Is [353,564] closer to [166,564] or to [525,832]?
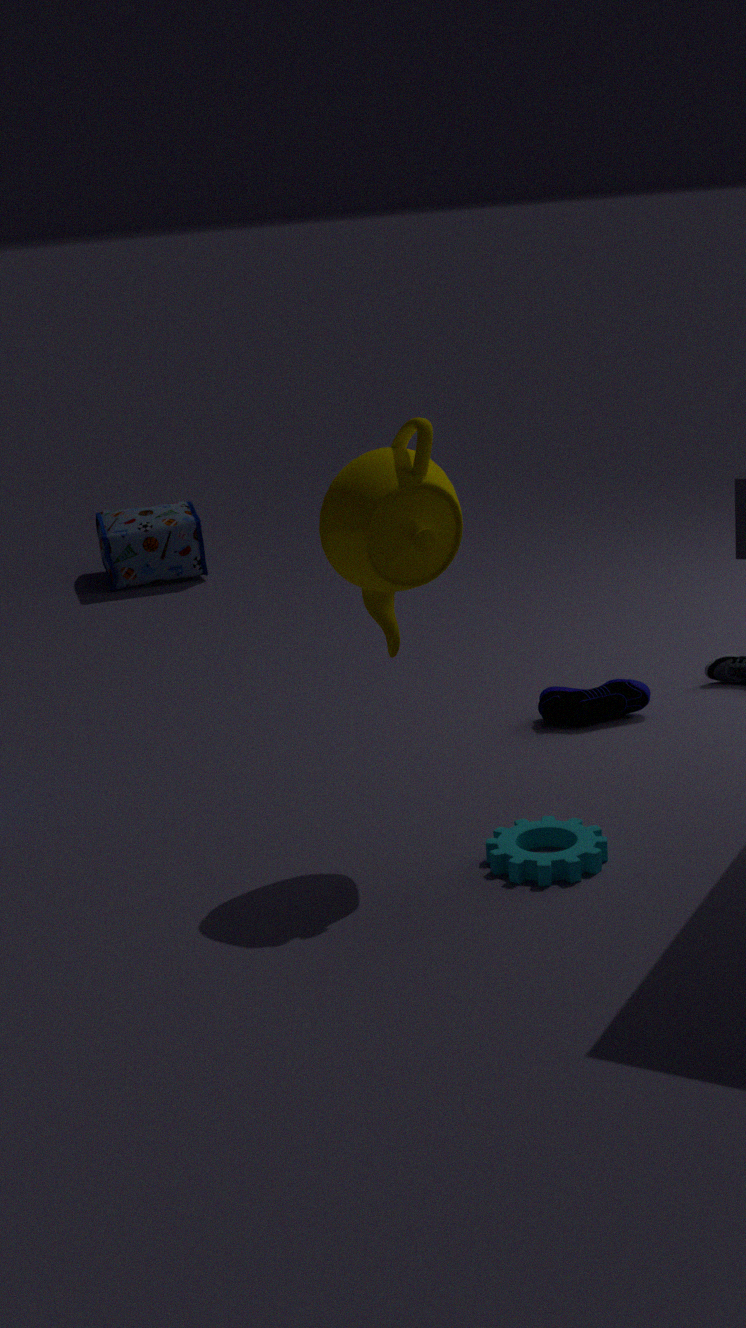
[525,832]
